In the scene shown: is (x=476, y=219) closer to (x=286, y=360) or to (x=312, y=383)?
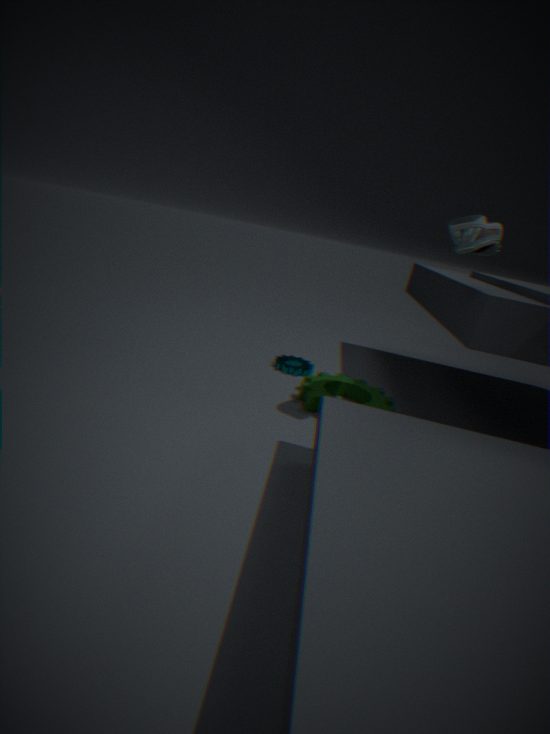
(x=312, y=383)
